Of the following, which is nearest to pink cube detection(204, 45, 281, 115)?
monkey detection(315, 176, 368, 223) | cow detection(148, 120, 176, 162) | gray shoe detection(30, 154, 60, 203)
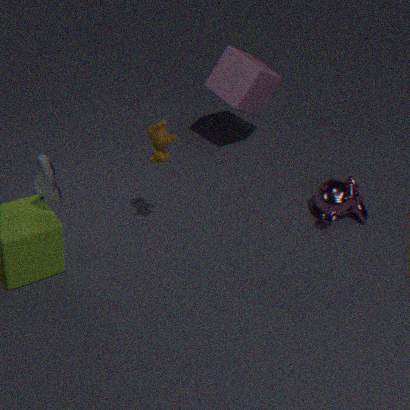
monkey detection(315, 176, 368, 223)
